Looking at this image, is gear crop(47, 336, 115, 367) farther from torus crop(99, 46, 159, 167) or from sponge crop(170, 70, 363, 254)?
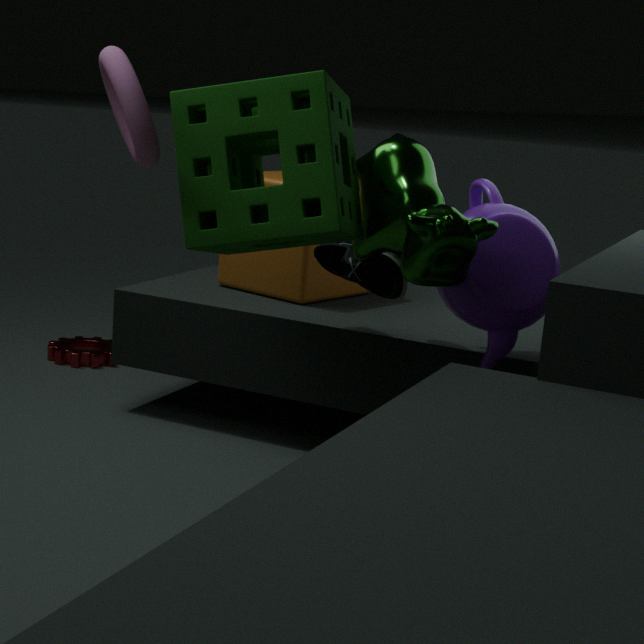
torus crop(99, 46, 159, 167)
